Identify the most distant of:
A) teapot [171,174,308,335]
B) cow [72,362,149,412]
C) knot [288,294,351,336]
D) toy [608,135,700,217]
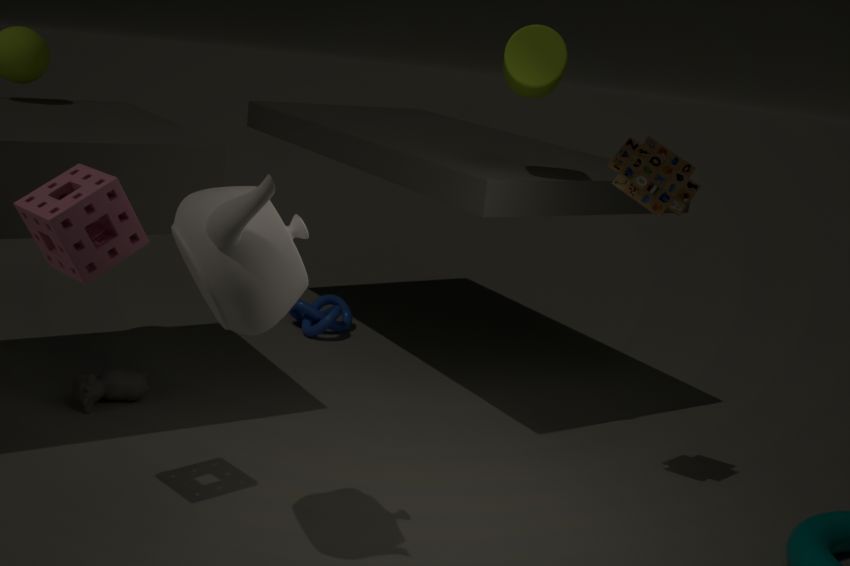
knot [288,294,351,336]
